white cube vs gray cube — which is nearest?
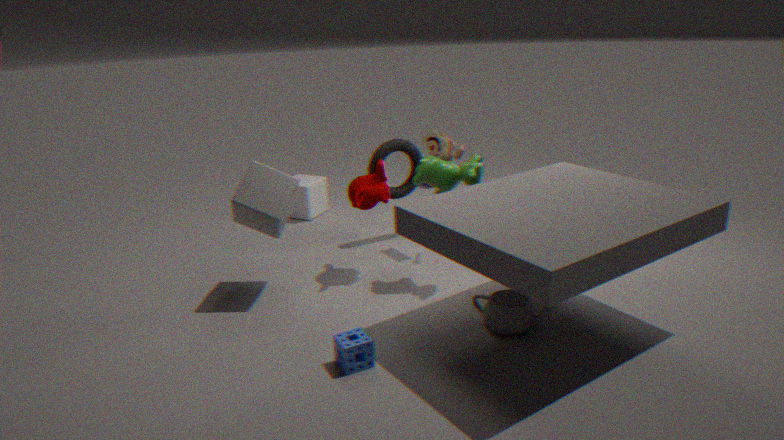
gray cube
